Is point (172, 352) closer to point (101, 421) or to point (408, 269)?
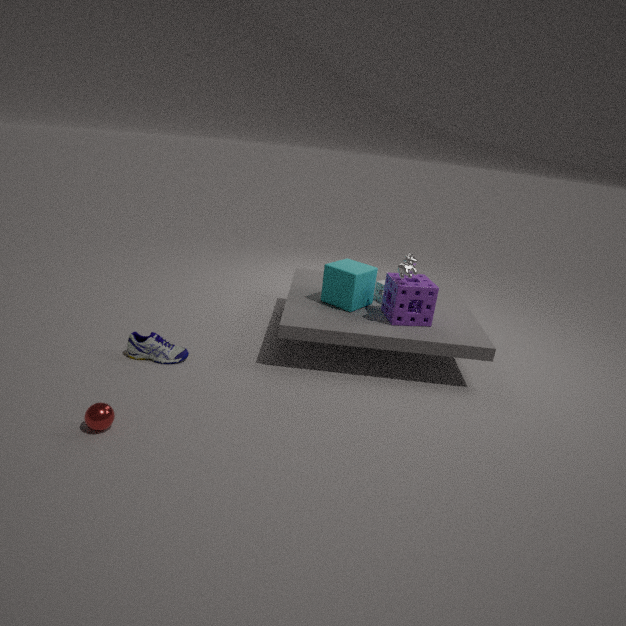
point (101, 421)
